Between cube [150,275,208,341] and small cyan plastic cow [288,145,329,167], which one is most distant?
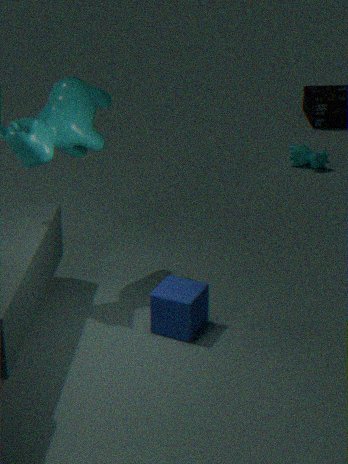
small cyan plastic cow [288,145,329,167]
